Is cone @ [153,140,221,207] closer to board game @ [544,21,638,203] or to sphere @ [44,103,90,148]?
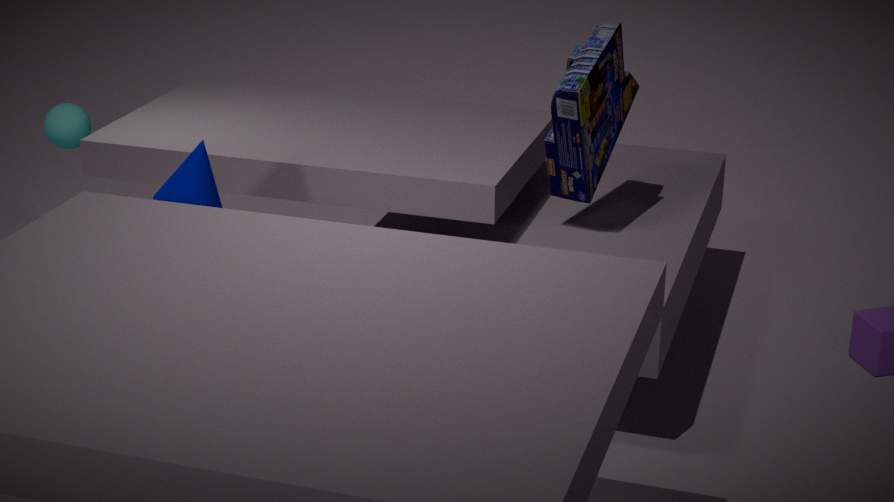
board game @ [544,21,638,203]
